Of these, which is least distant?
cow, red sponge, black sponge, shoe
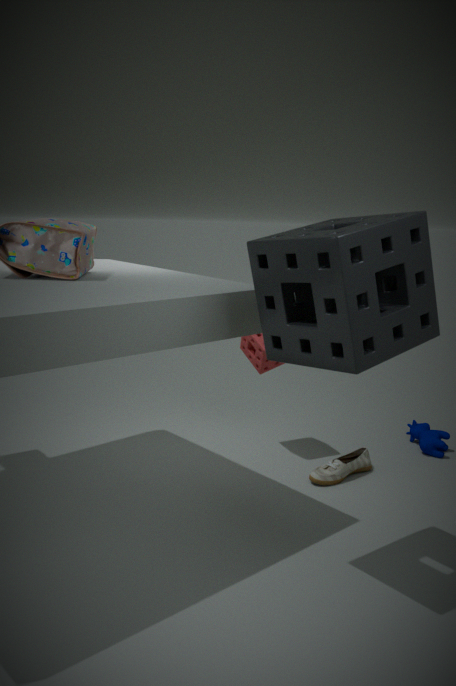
black sponge
